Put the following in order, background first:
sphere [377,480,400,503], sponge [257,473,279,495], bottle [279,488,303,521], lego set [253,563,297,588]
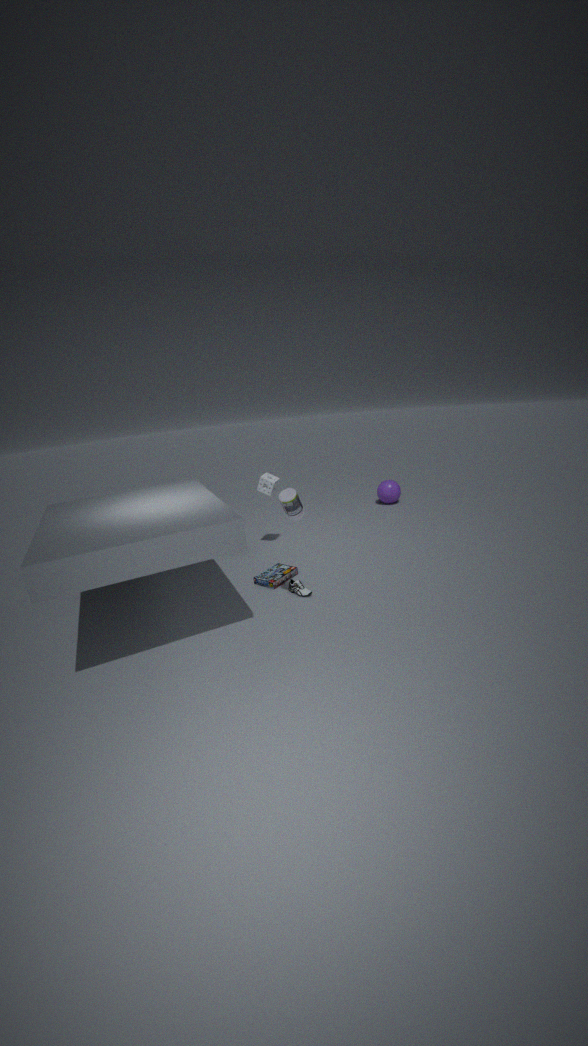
sphere [377,480,400,503] → sponge [257,473,279,495] → lego set [253,563,297,588] → bottle [279,488,303,521]
